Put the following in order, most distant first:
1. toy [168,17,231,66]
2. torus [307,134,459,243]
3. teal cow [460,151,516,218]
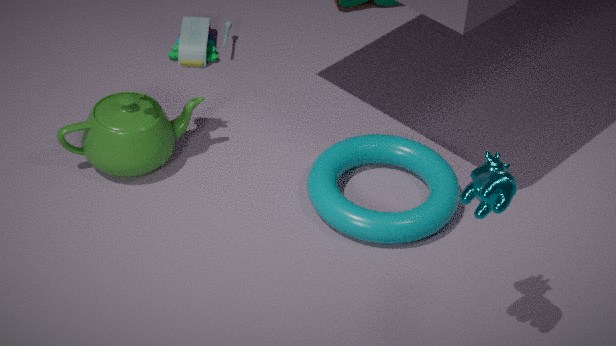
toy [168,17,231,66] < torus [307,134,459,243] < teal cow [460,151,516,218]
